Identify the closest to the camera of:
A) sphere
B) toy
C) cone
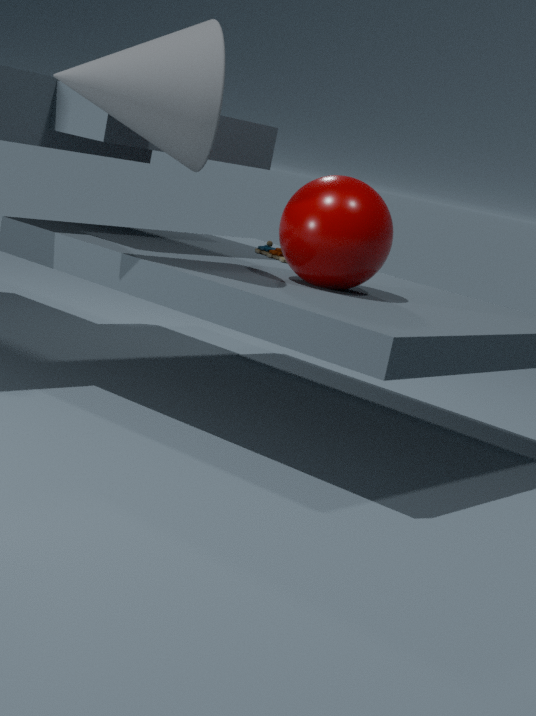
cone
